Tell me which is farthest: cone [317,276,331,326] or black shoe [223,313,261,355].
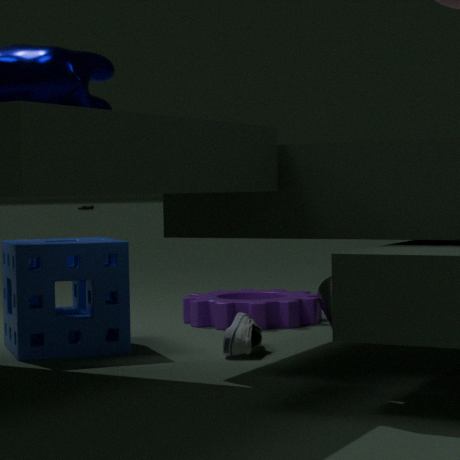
cone [317,276,331,326]
